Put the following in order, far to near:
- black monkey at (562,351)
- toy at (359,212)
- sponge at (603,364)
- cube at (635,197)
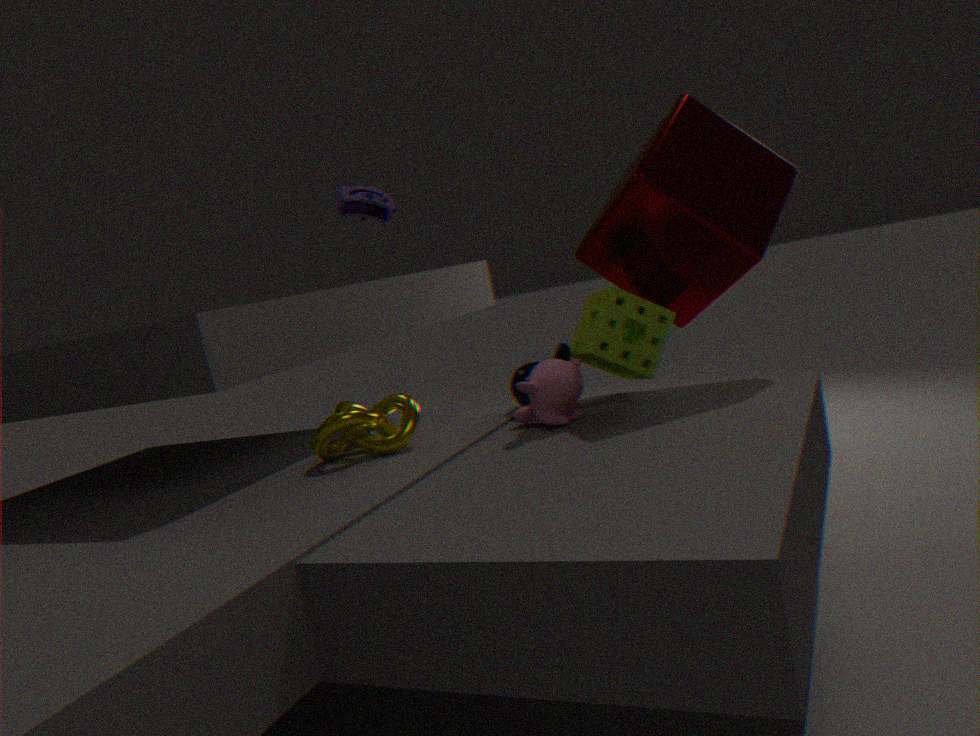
toy at (359,212), black monkey at (562,351), sponge at (603,364), cube at (635,197)
